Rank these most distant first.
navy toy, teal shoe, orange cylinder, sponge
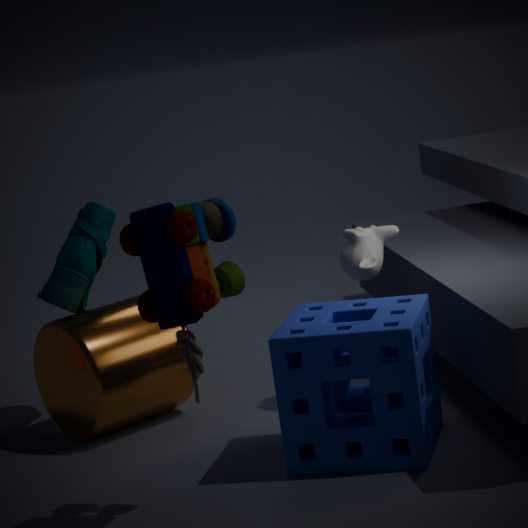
teal shoe, orange cylinder, sponge, navy toy
